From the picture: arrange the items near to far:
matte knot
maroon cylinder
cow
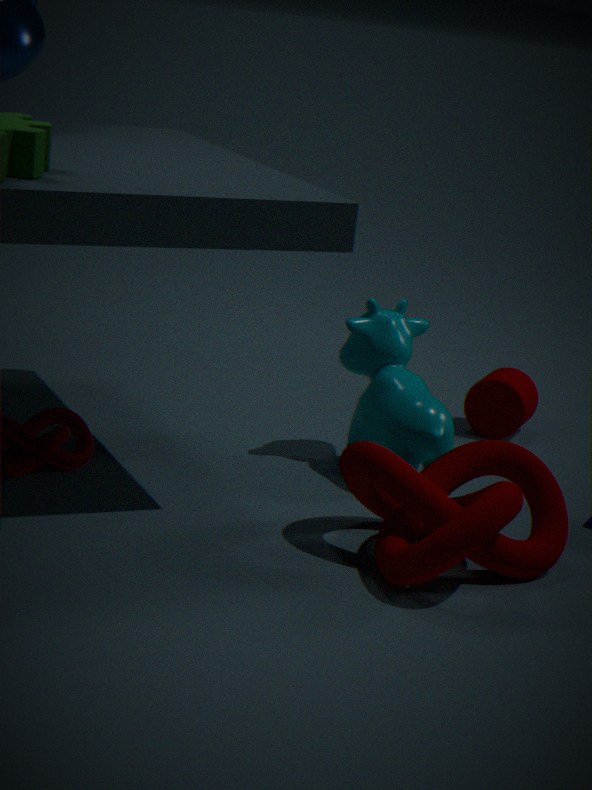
matte knot
cow
maroon cylinder
